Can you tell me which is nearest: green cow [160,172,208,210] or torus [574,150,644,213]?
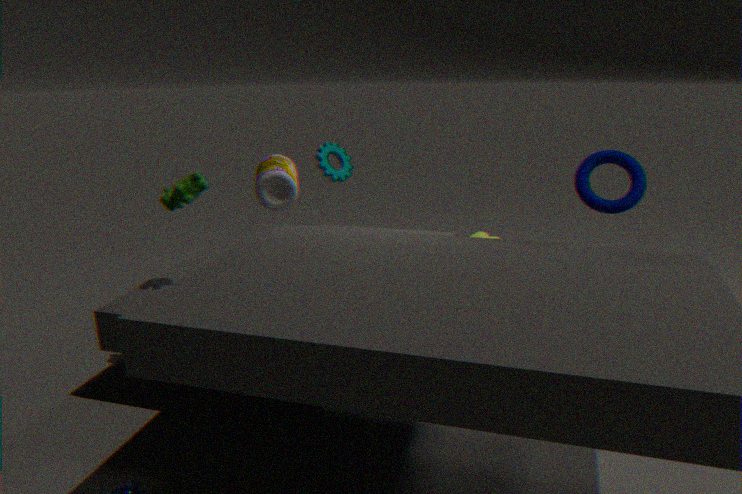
torus [574,150,644,213]
